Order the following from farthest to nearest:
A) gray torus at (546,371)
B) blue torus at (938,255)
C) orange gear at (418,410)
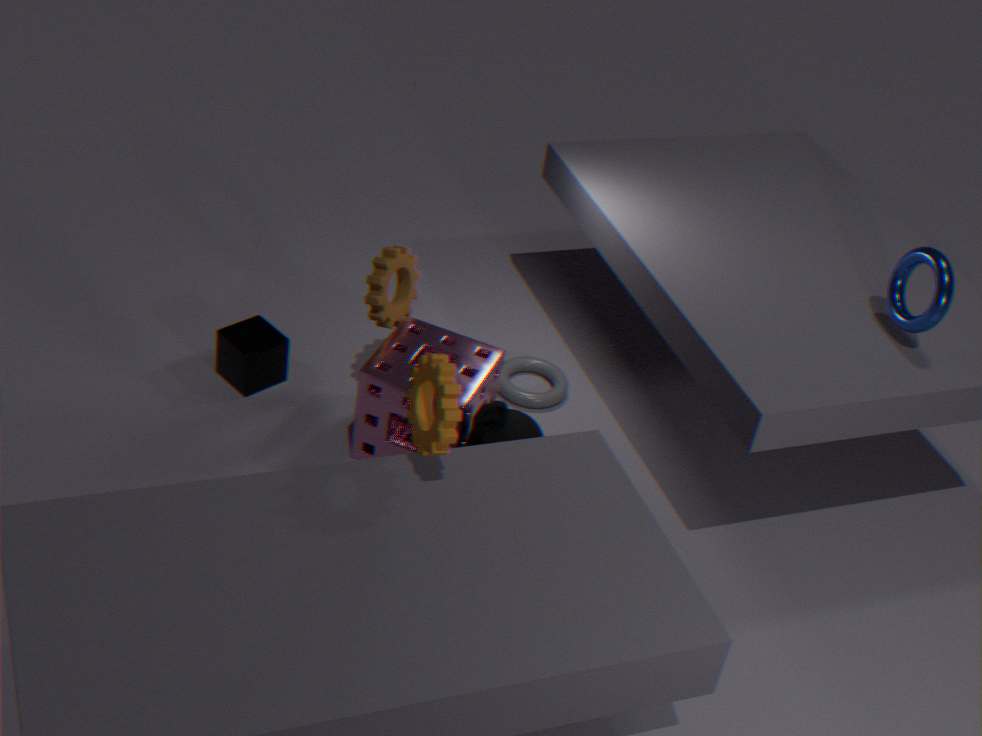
gray torus at (546,371), blue torus at (938,255), orange gear at (418,410)
